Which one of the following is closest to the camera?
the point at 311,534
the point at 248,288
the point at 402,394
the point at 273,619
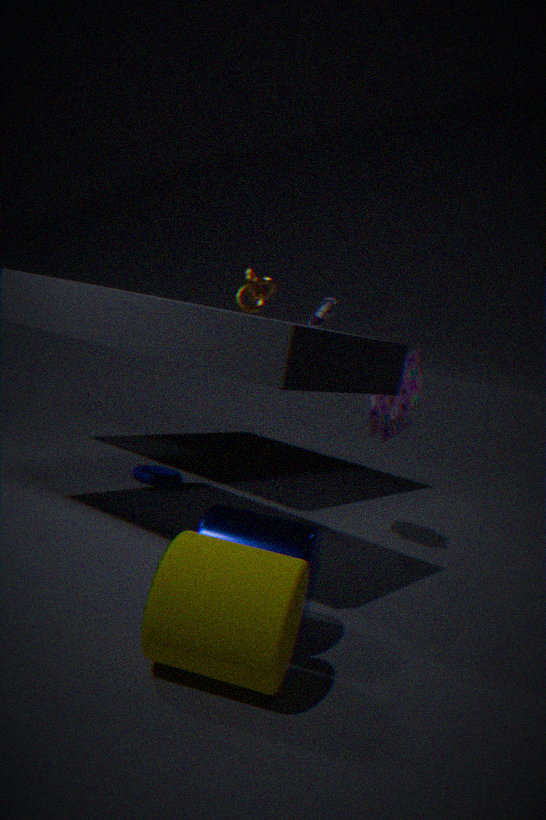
the point at 273,619
